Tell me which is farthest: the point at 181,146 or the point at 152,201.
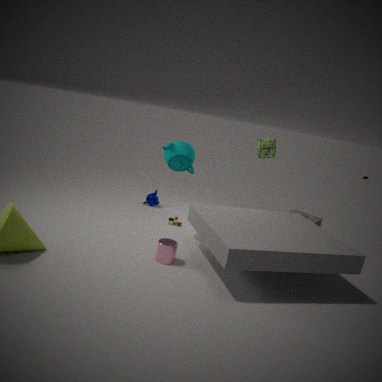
the point at 152,201
